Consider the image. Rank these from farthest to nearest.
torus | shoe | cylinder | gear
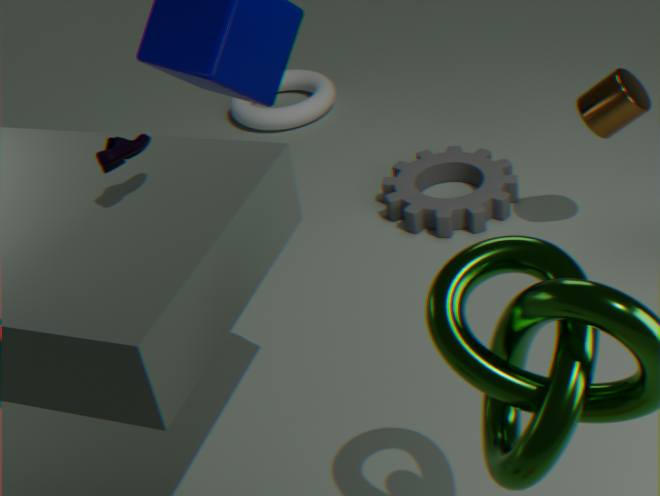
torus
gear
cylinder
shoe
